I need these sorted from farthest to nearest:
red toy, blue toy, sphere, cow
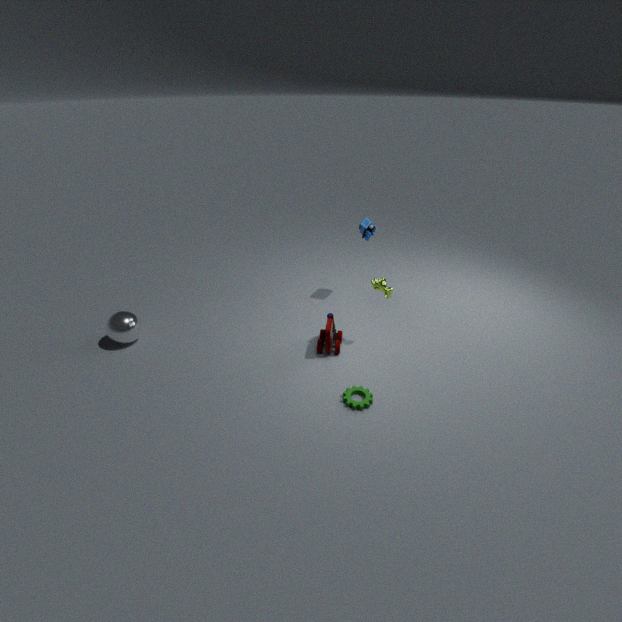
blue toy
sphere
cow
red toy
